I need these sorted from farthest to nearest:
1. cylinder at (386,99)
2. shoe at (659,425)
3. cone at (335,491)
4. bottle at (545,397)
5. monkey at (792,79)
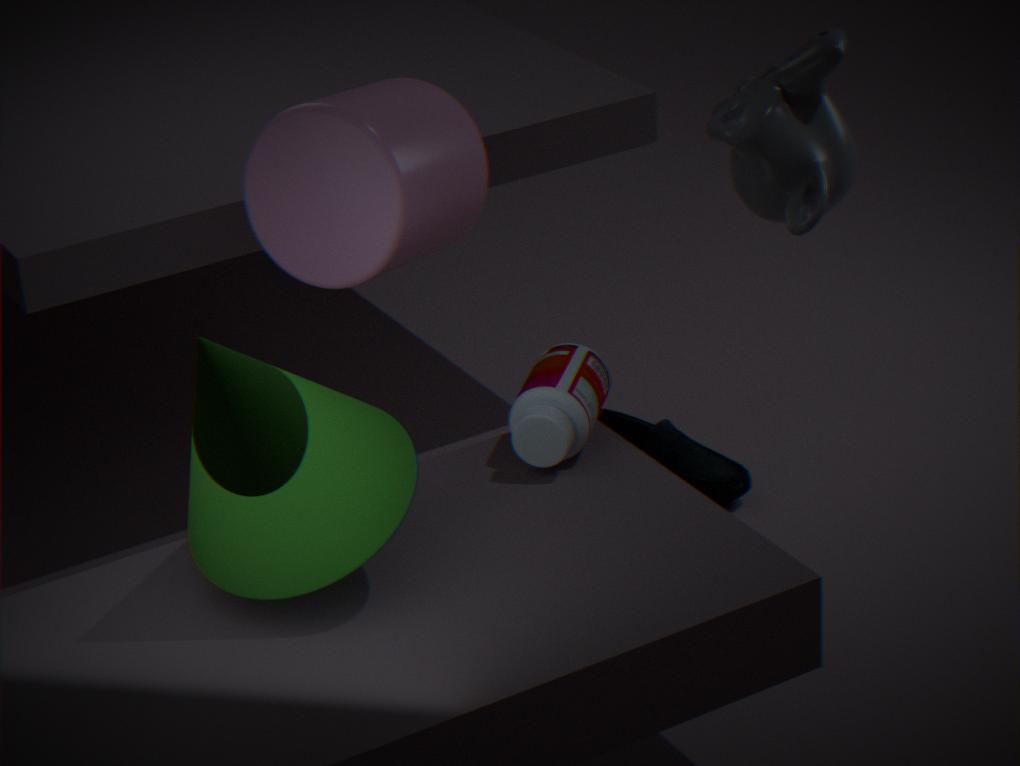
shoe at (659,425) → monkey at (792,79) → bottle at (545,397) → cylinder at (386,99) → cone at (335,491)
